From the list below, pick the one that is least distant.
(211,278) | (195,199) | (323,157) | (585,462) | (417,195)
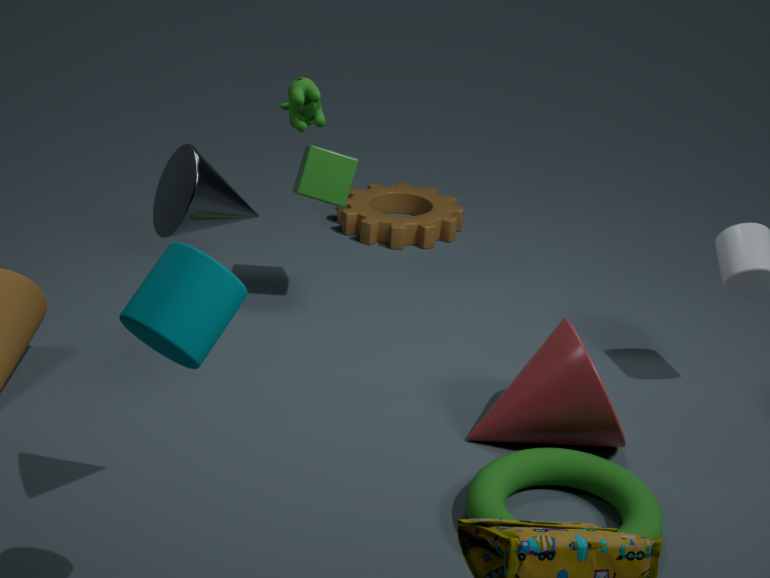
(211,278)
